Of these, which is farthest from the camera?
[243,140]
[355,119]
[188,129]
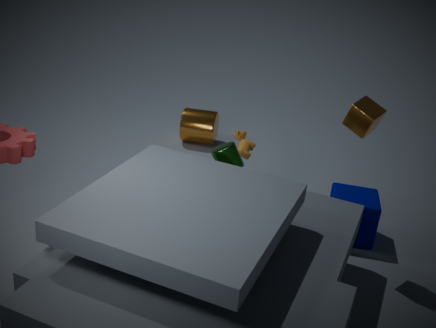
[188,129]
